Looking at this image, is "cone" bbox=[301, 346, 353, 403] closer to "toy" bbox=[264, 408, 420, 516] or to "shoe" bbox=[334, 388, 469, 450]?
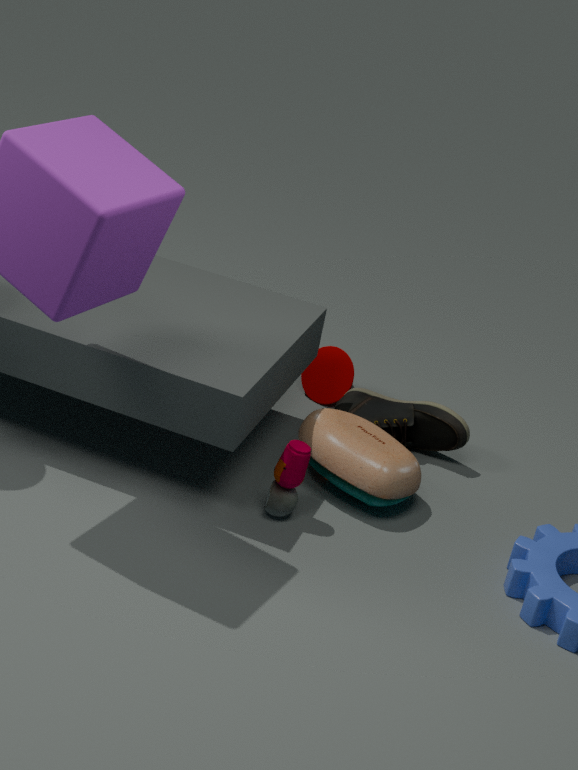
"shoe" bbox=[334, 388, 469, 450]
